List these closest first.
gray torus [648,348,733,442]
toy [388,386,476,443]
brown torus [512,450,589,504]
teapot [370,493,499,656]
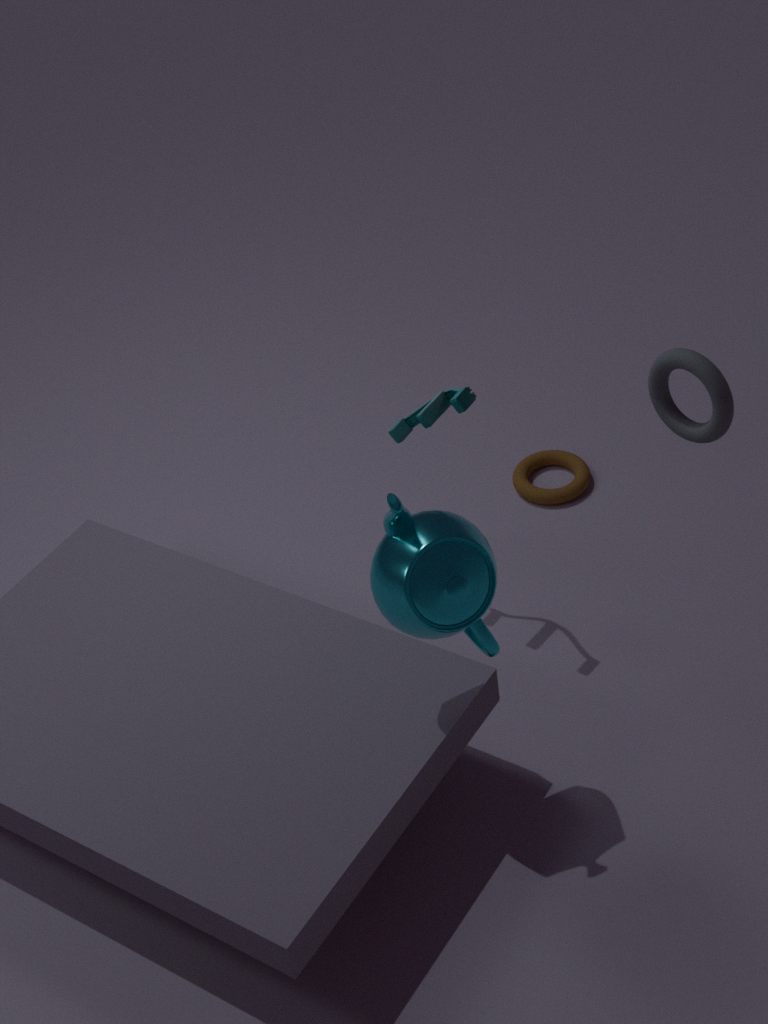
teapot [370,493,499,656] < gray torus [648,348,733,442] < toy [388,386,476,443] < brown torus [512,450,589,504]
